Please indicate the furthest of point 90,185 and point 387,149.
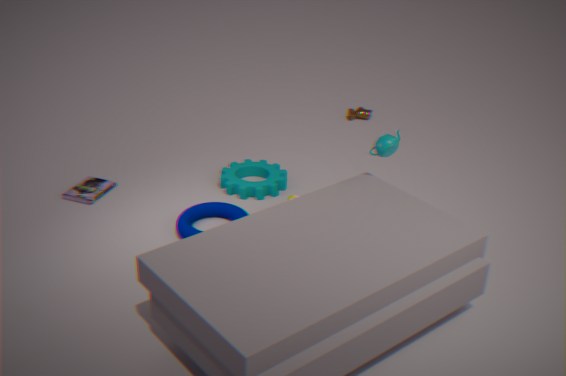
point 90,185
